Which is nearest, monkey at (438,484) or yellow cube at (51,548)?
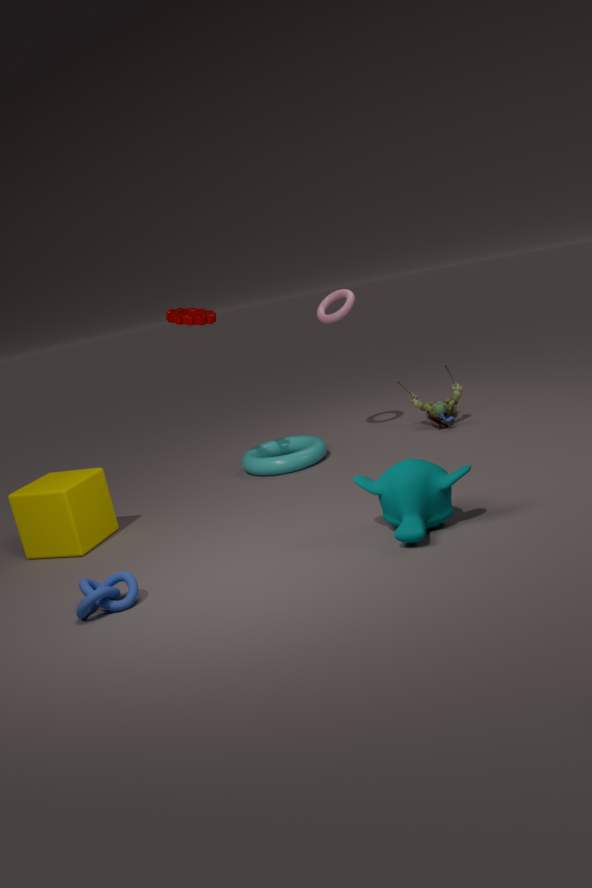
monkey at (438,484)
